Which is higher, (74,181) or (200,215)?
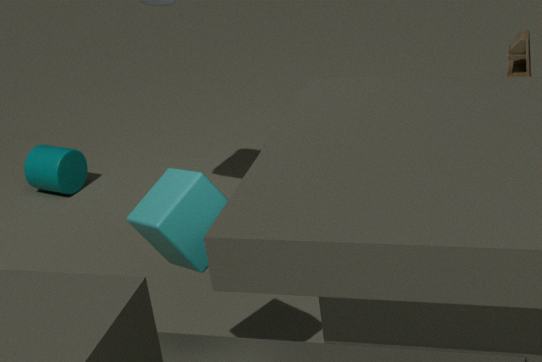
(200,215)
